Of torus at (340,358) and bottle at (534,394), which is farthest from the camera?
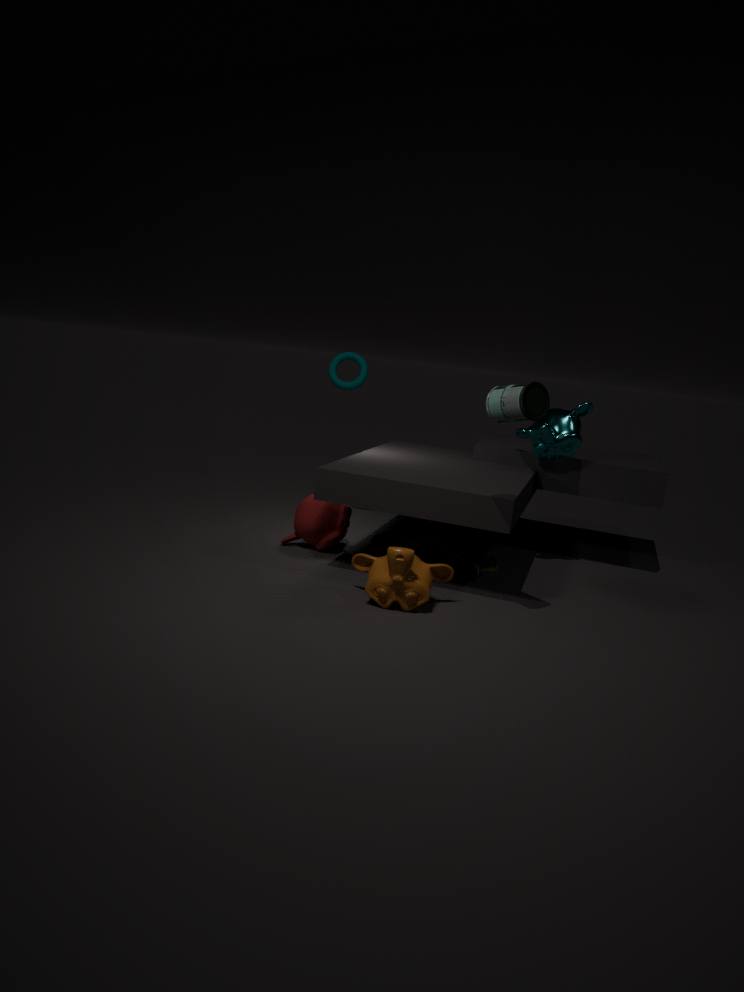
torus at (340,358)
